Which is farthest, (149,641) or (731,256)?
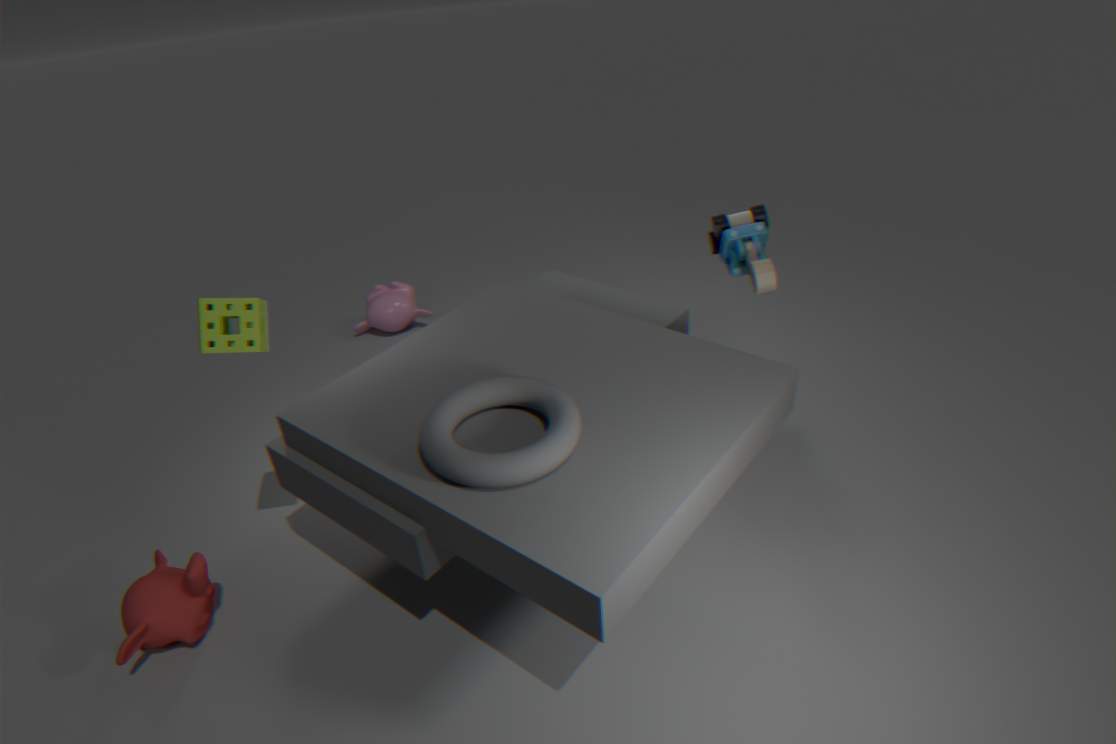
(731,256)
